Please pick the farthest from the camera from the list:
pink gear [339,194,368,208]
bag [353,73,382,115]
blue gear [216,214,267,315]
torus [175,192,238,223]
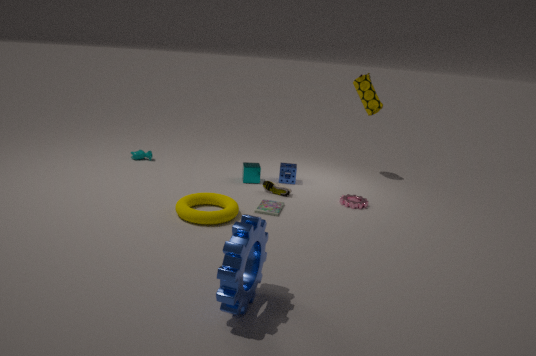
bag [353,73,382,115]
